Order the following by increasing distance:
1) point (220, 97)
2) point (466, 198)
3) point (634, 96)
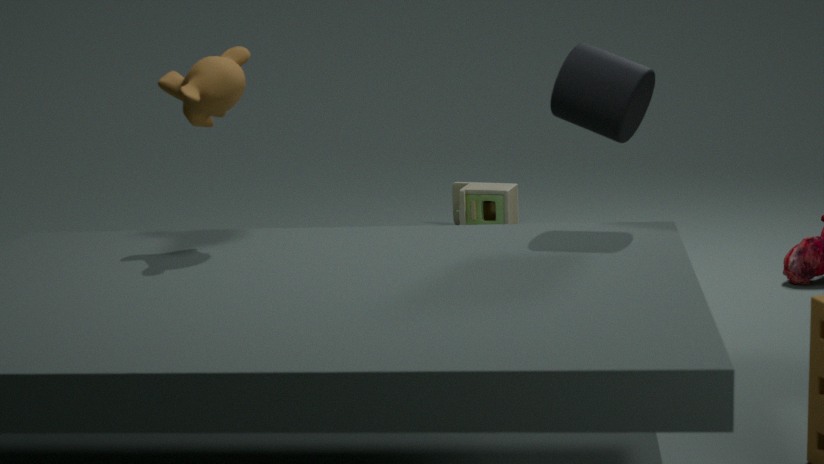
3, 1, 2
